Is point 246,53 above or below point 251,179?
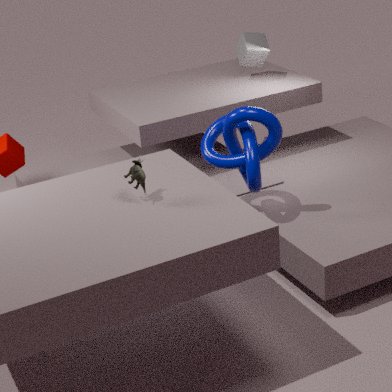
above
